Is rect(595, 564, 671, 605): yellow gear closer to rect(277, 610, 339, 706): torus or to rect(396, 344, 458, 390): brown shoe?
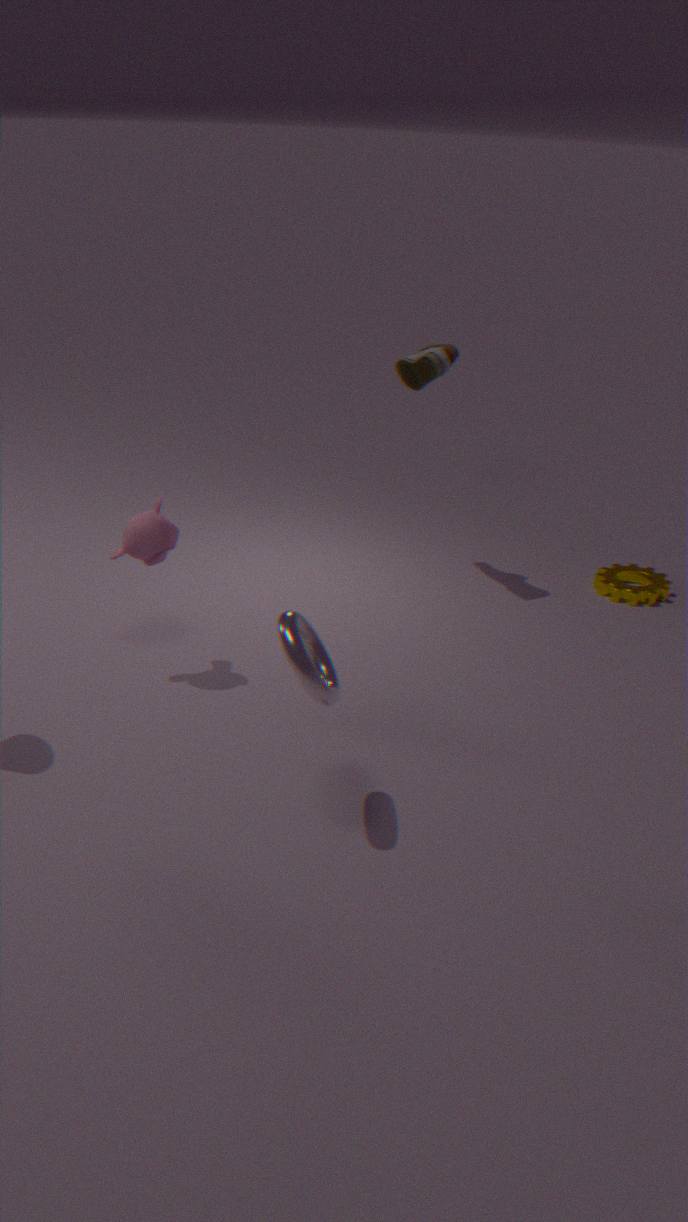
rect(396, 344, 458, 390): brown shoe
